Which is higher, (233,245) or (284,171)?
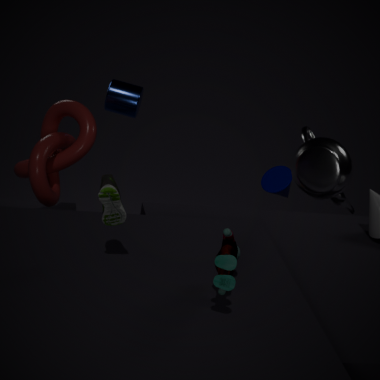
(233,245)
